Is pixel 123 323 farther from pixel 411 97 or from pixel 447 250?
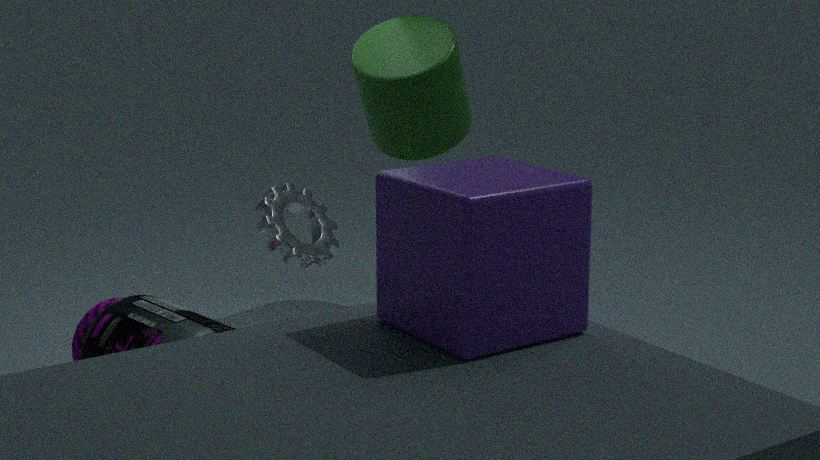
pixel 411 97
